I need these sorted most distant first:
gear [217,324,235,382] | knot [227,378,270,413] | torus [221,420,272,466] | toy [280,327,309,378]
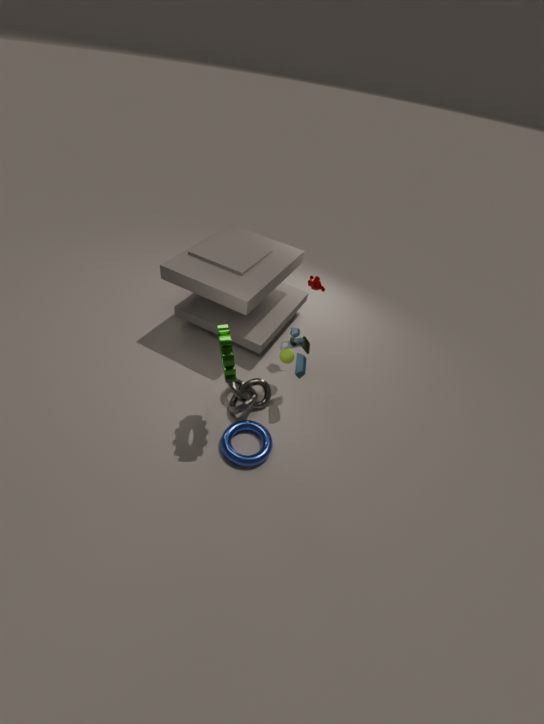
knot [227,378,270,413] → toy [280,327,309,378] → torus [221,420,272,466] → gear [217,324,235,382]
